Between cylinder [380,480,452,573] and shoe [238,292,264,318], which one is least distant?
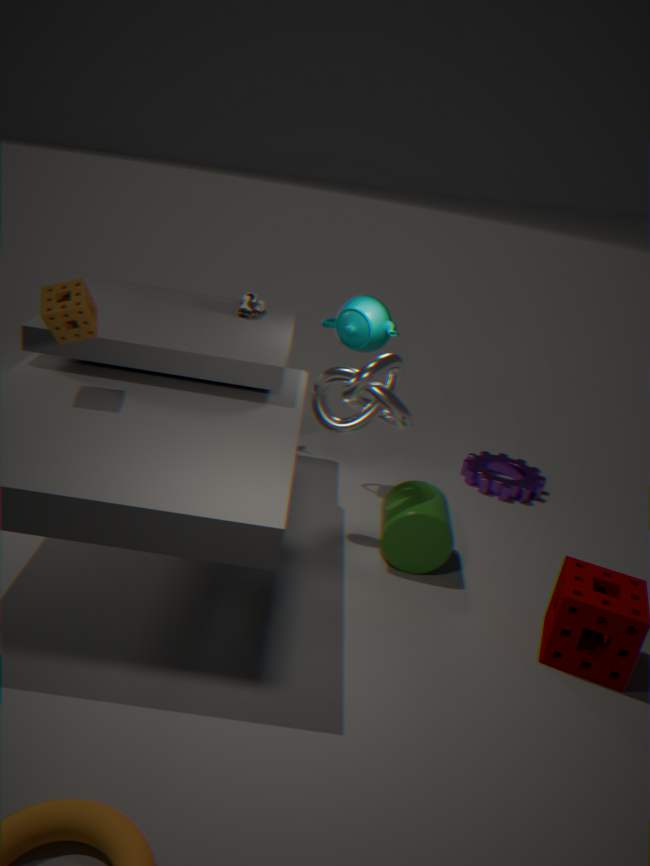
cylinder [380,480,452,573]
